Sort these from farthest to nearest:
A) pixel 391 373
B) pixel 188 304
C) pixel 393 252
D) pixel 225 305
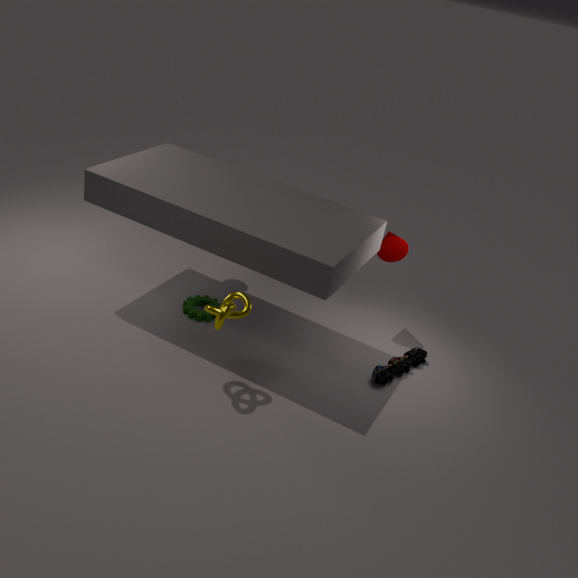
pixel 393 252 → pixel 188 304 → pixel 391 373 → pixel 225 305
